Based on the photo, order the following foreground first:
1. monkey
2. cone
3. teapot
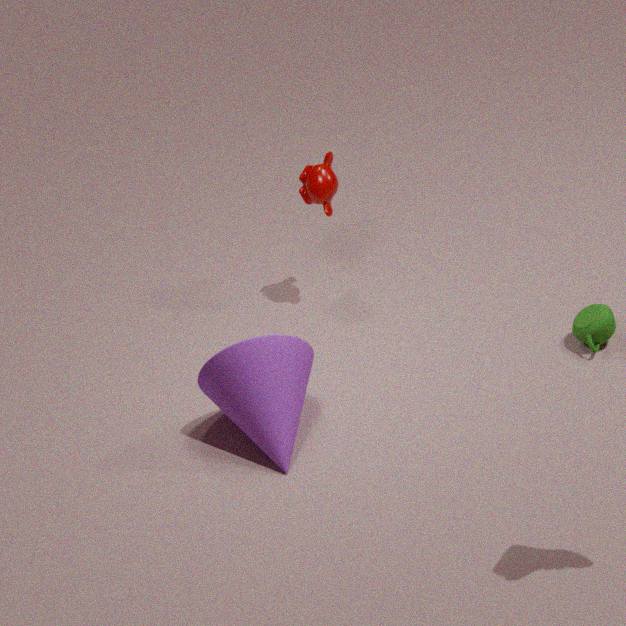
cone < teapot < monkey
